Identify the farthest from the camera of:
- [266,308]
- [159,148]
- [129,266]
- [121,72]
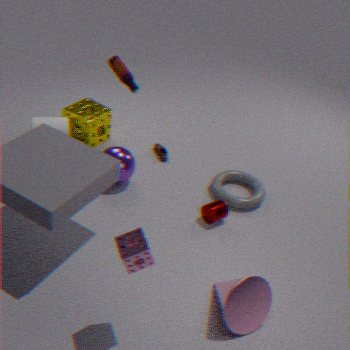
[159,148]
